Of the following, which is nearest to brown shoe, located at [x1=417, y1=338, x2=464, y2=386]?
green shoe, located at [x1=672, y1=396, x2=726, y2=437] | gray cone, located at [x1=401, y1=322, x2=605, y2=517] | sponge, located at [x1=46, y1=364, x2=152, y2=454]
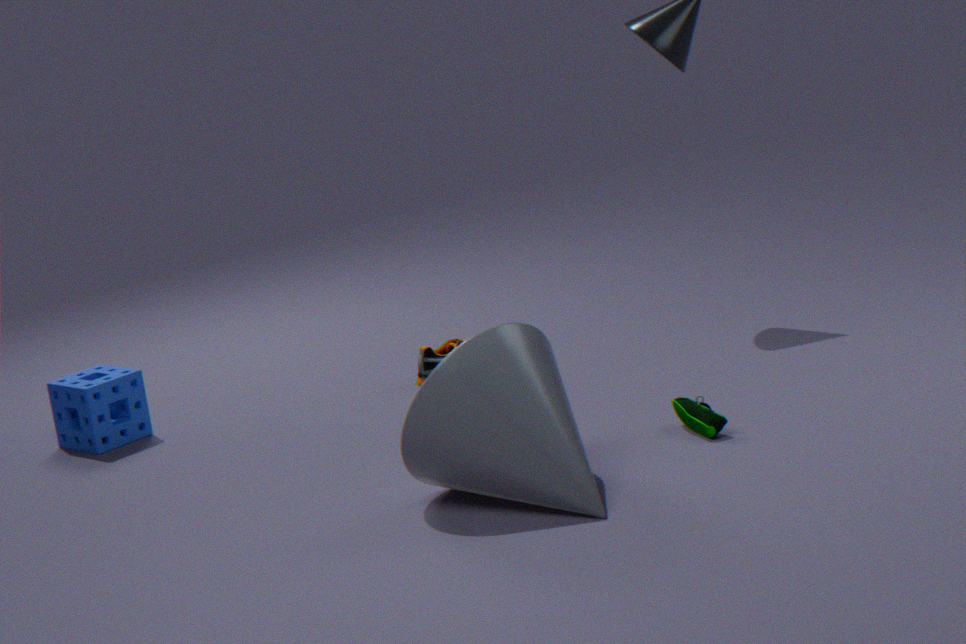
sponge, located at [x1=46, y1=364, x2=152, y2=454]
